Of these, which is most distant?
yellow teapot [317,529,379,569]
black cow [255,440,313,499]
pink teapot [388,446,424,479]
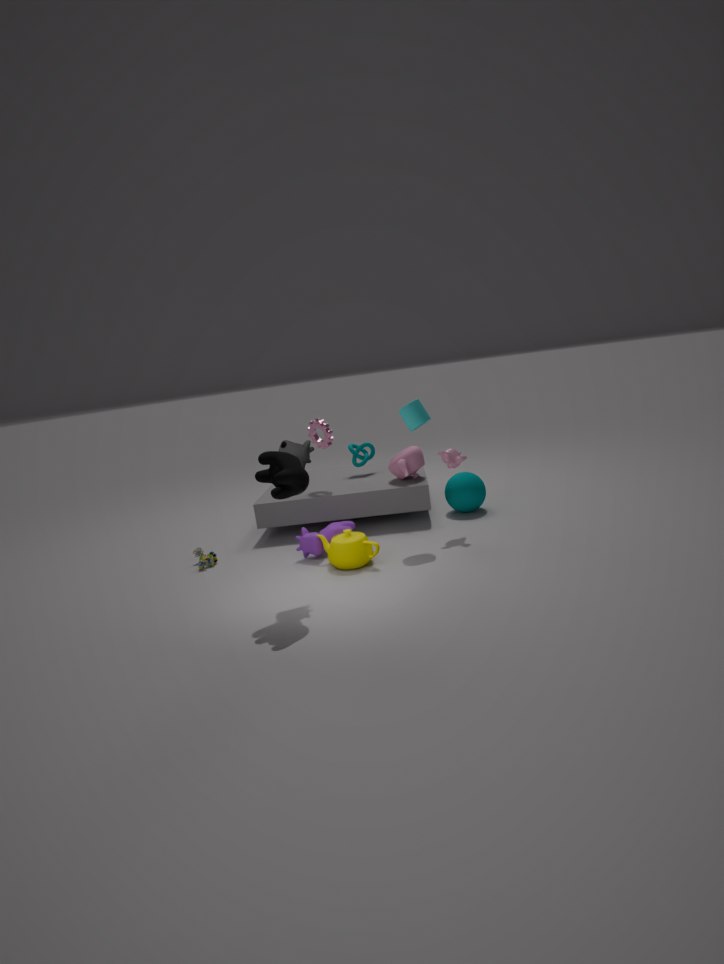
pink teapot [388,446,424,479]
